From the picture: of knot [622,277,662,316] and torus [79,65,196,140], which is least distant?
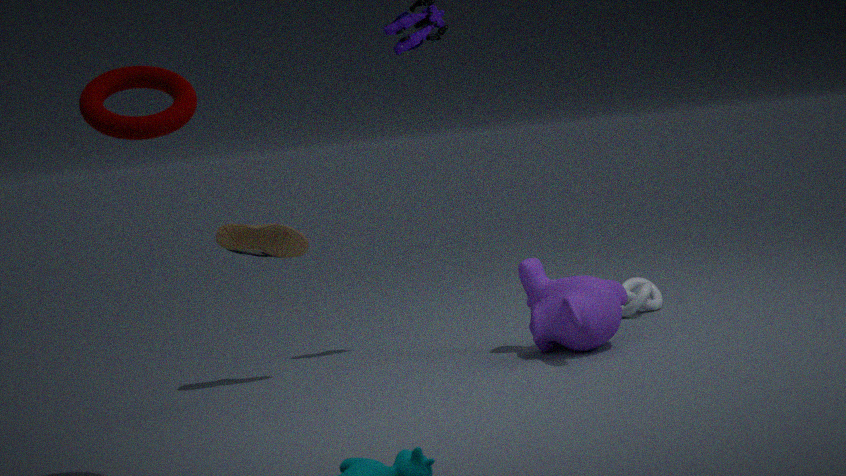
torus [79,65,196,140]
